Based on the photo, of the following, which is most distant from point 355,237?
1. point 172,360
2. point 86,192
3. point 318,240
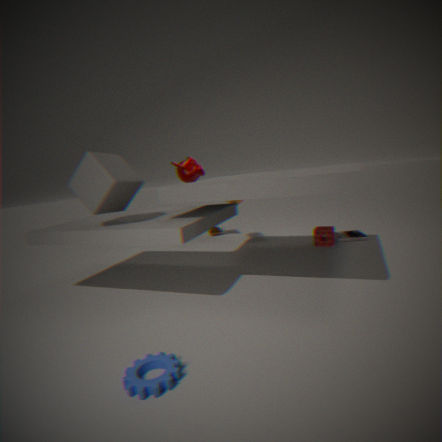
point 172,360
